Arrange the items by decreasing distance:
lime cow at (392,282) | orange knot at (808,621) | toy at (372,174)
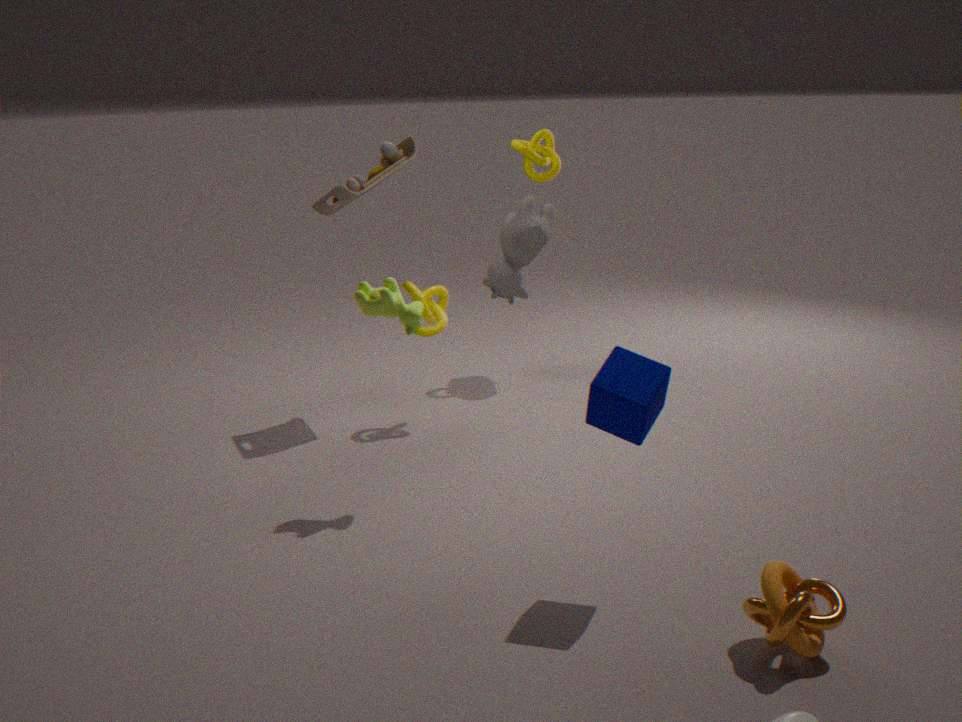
toy at (372,174) → lime cow at (392,282) → orange knot at (808,621)
